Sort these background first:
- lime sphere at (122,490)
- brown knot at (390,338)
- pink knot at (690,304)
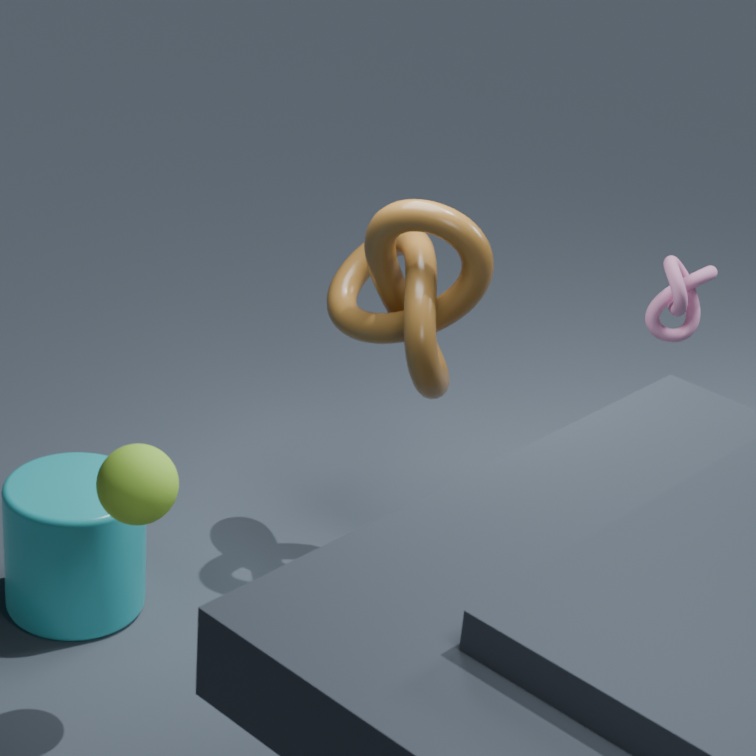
pink knot at (690,304) < brown knot at (390,338) < lime sphere at (122,490)
